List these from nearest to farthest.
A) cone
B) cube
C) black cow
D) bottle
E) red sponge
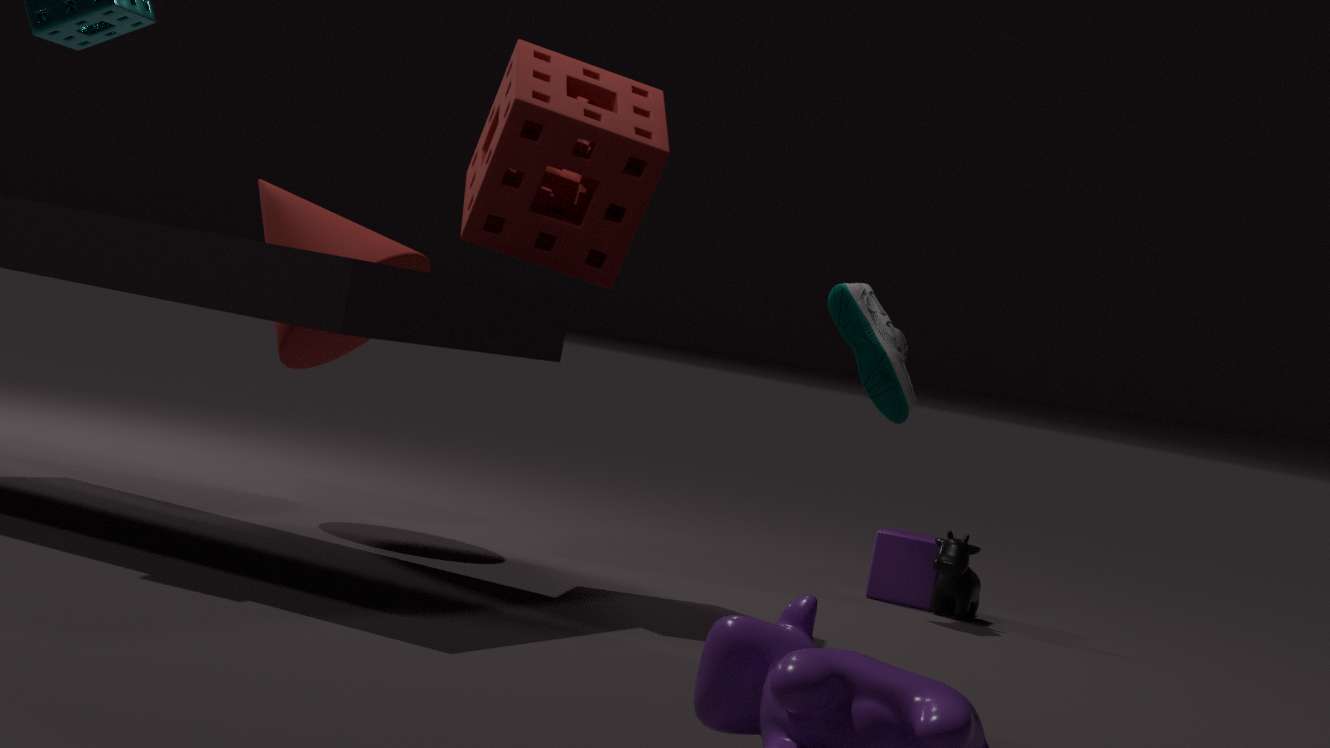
red sponge → cone → black cow → bottle → cube
